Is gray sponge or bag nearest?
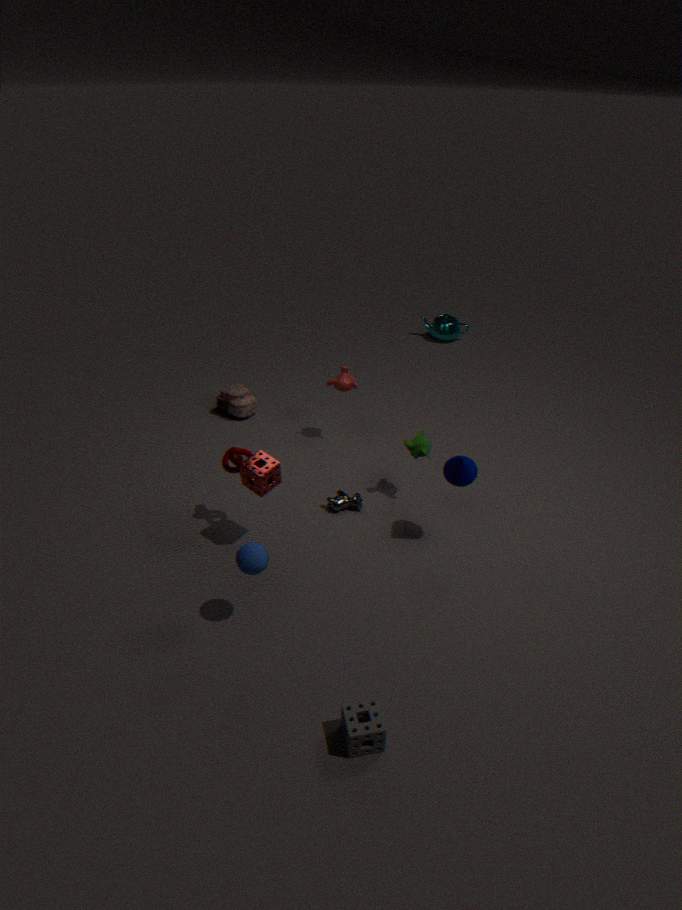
gray sponge
